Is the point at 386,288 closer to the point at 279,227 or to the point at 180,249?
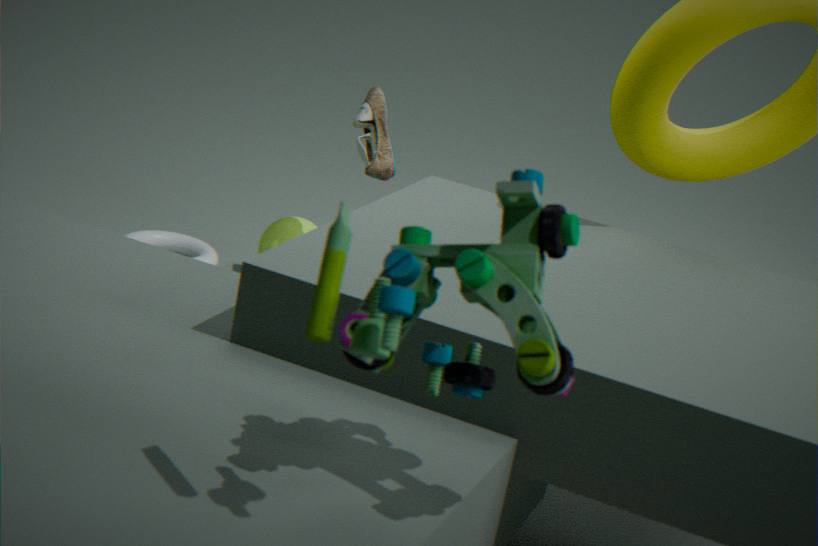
the point at 279,227
